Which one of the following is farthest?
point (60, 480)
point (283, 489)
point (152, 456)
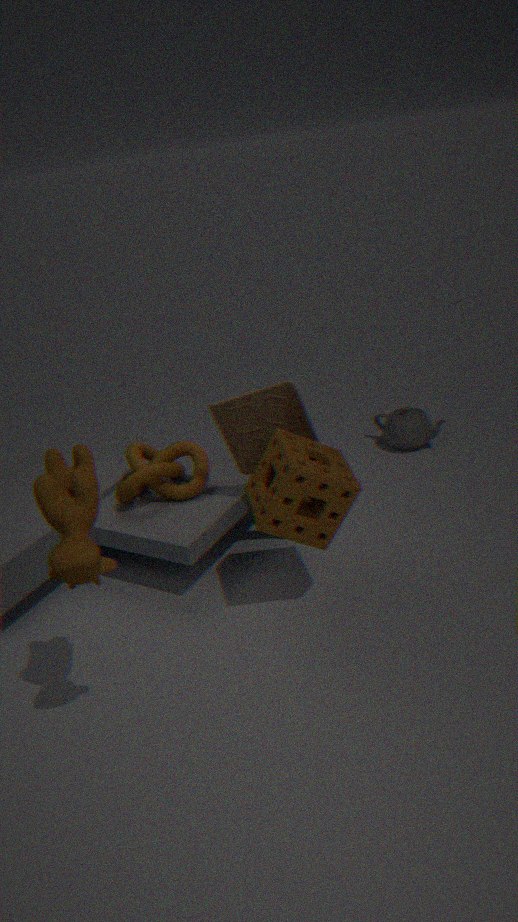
point (152, 456)
